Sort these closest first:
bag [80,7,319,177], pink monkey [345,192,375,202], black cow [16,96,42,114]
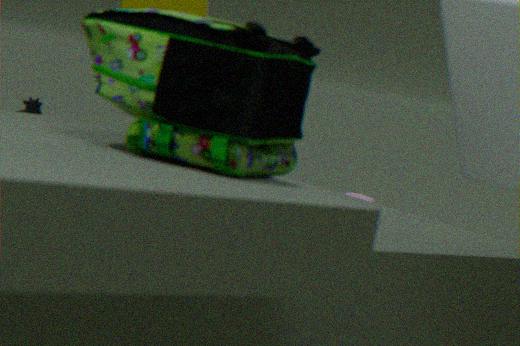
bag [80,7,319,177] → pink monkey [345,192,375,202] → black cow [16,96,42,114]
